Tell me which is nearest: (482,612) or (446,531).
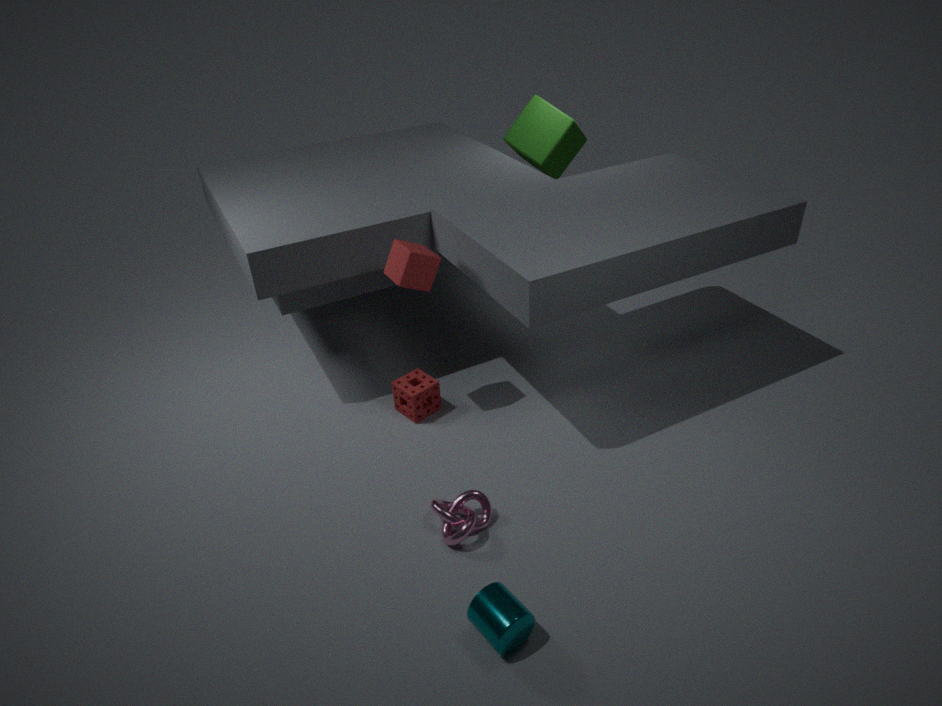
(482,612)
